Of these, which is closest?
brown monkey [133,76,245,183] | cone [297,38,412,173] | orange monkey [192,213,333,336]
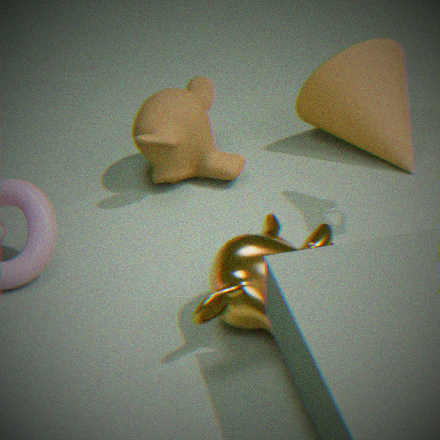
orange monkey [192,213,333,336]
